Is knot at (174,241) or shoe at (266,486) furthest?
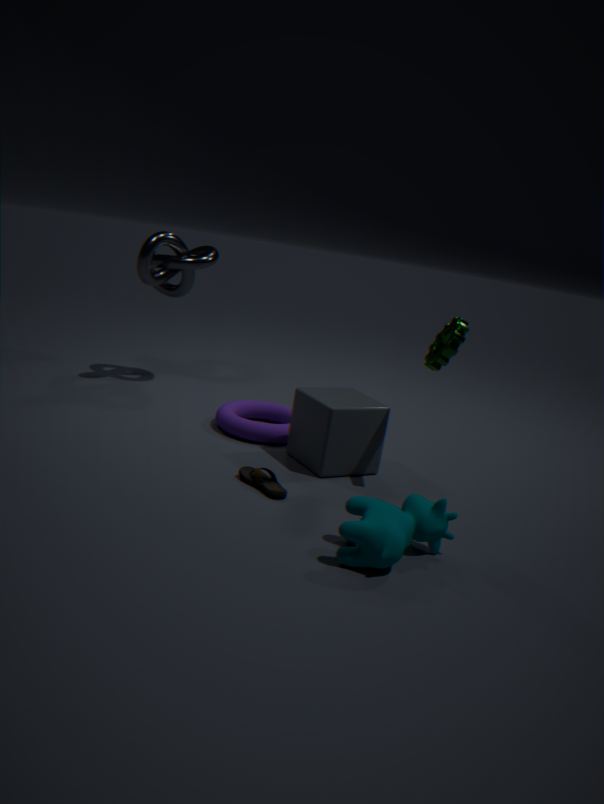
knot at (174,241)
